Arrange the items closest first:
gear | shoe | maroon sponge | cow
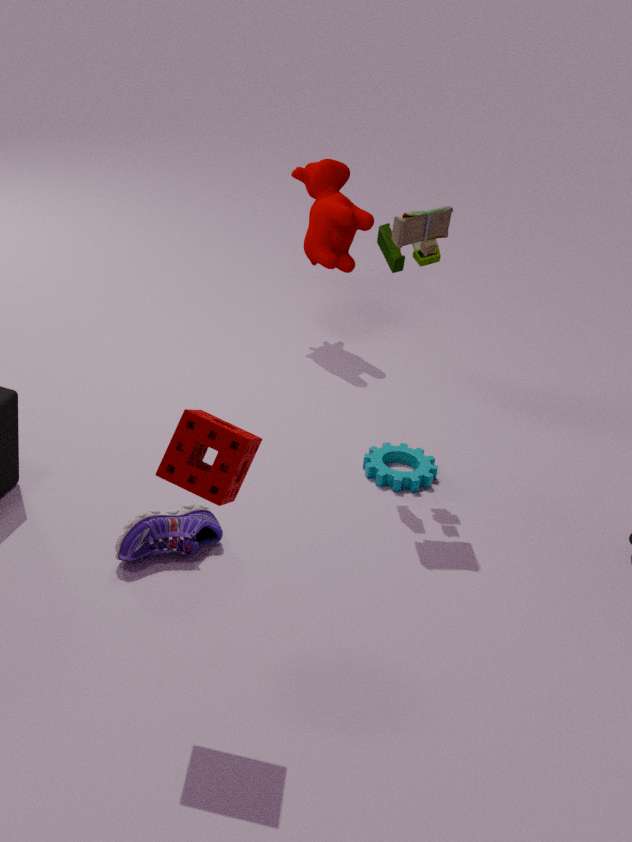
1. maroon sponge
2. shoe
3. gear
4. cow
